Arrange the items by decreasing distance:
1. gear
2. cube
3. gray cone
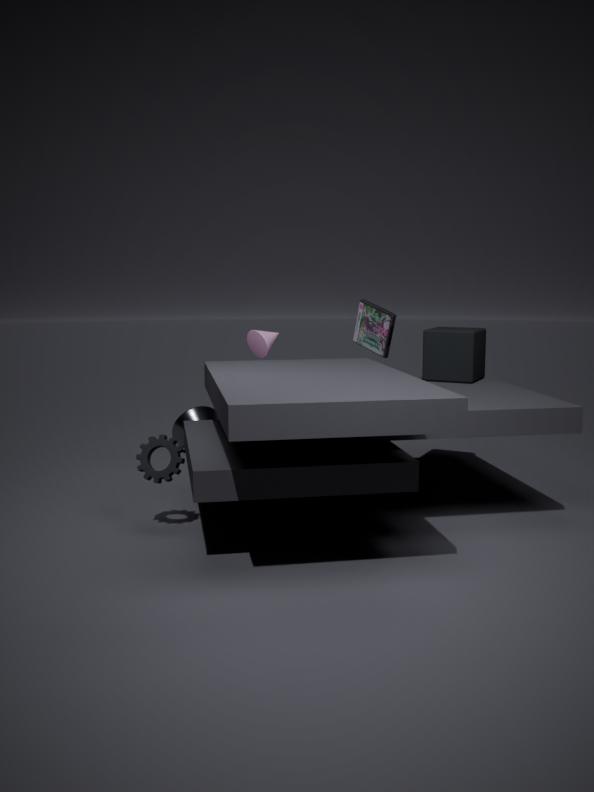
gray cone < cube < gear
